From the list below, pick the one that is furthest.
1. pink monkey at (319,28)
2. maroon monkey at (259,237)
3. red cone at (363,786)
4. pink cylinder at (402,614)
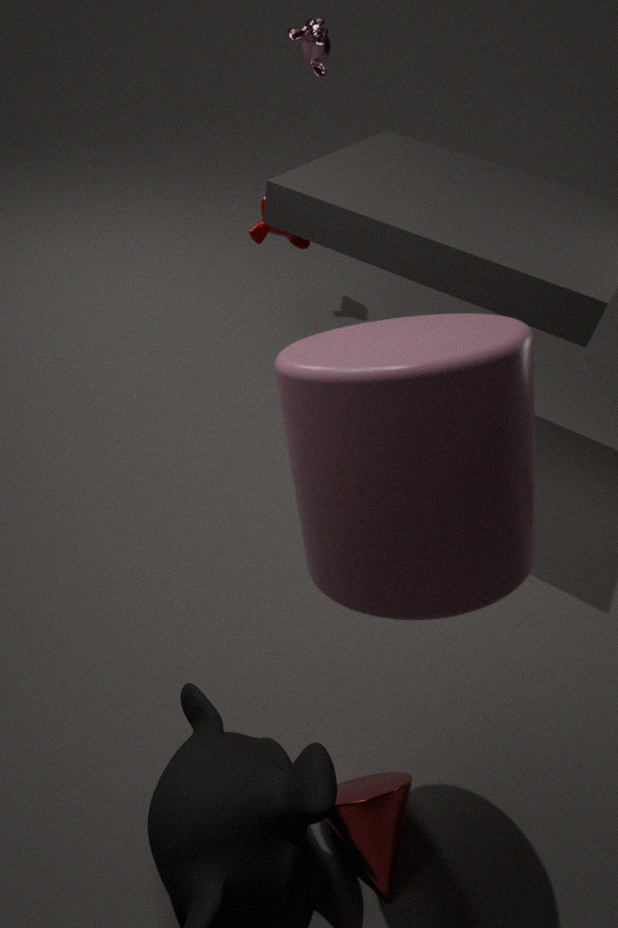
pink monkey at (319,28)
